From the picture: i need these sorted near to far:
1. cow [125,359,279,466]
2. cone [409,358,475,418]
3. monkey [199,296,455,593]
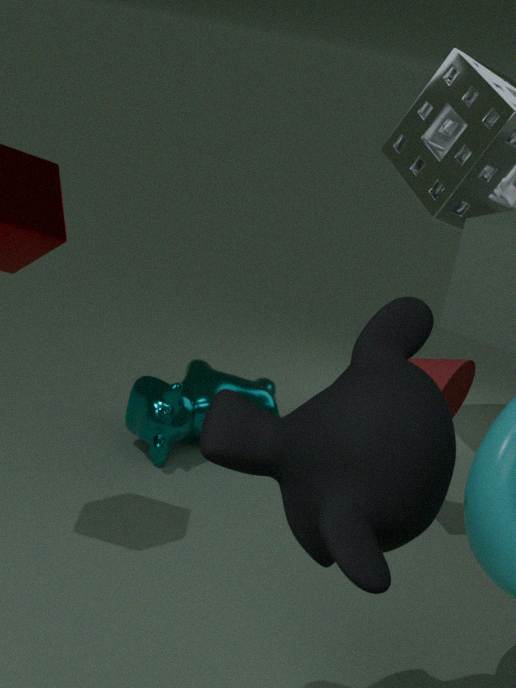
monkey [199,296,455,593], cone [409,358,475,418], cow [125,359,279,466]
